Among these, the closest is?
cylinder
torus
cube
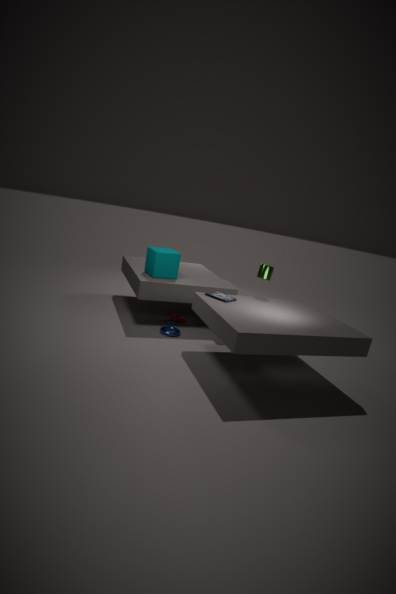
cylinder
